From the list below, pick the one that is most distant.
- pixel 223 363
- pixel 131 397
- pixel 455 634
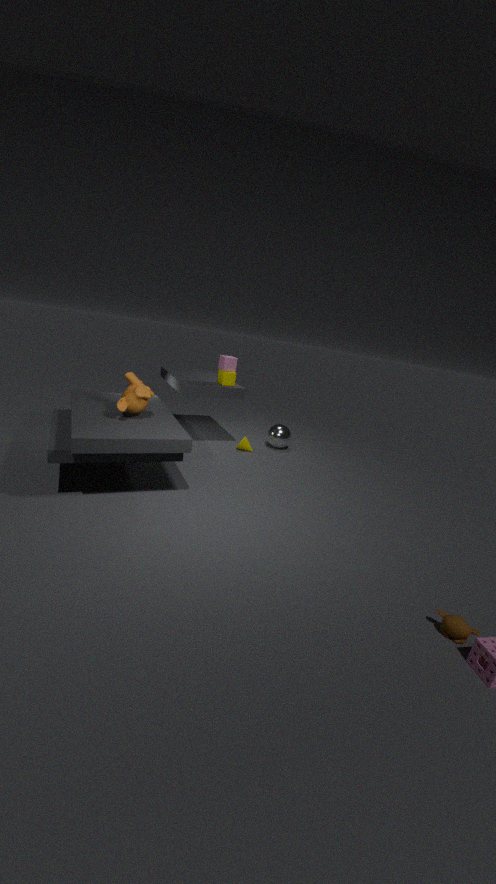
pixel 223 363
